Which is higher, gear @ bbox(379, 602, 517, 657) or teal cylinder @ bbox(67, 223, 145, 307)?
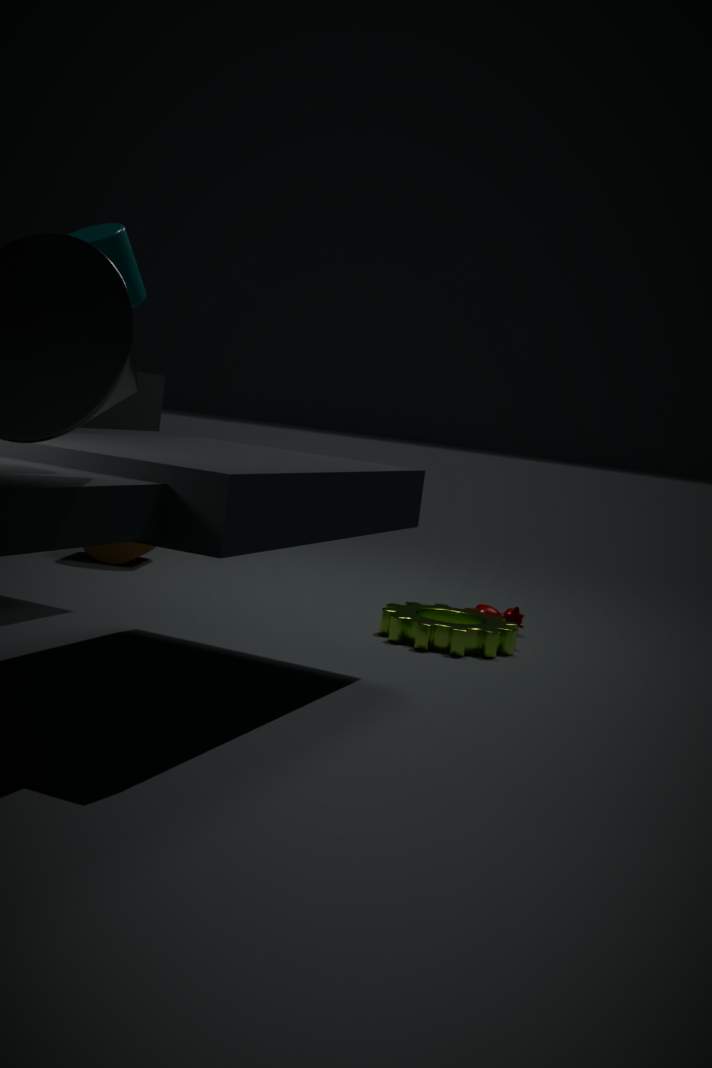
teal cylinder @ bbox(67, 223, 145, 307)
